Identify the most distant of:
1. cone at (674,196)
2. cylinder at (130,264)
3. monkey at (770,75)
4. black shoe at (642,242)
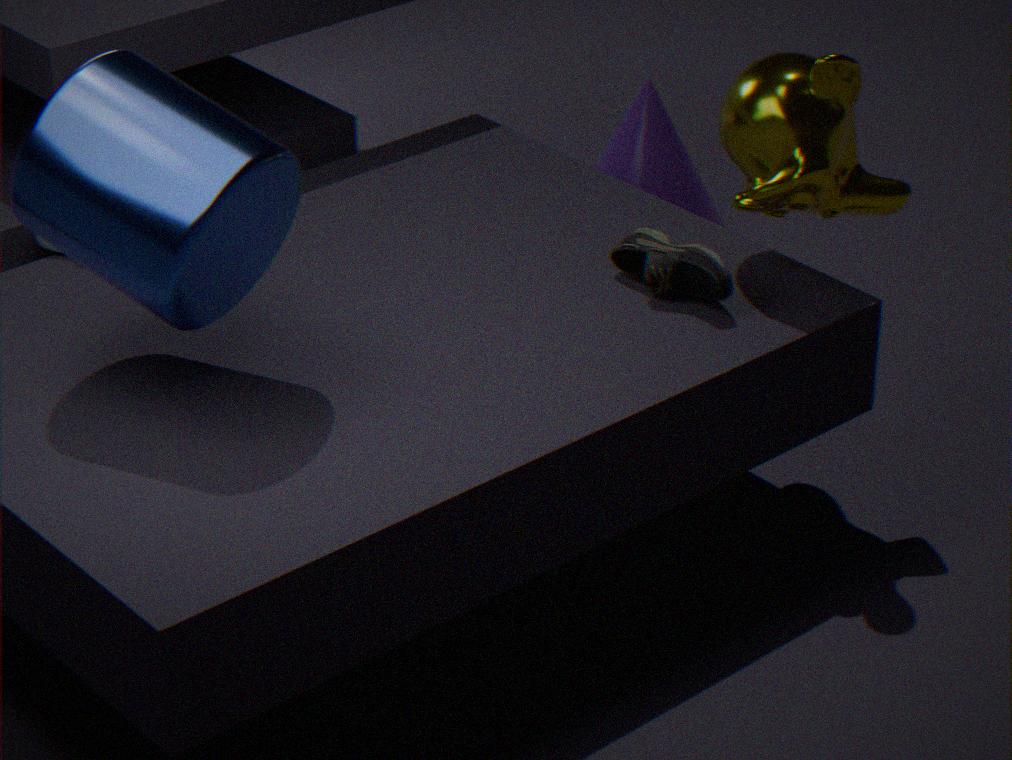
cone at (674,196)
